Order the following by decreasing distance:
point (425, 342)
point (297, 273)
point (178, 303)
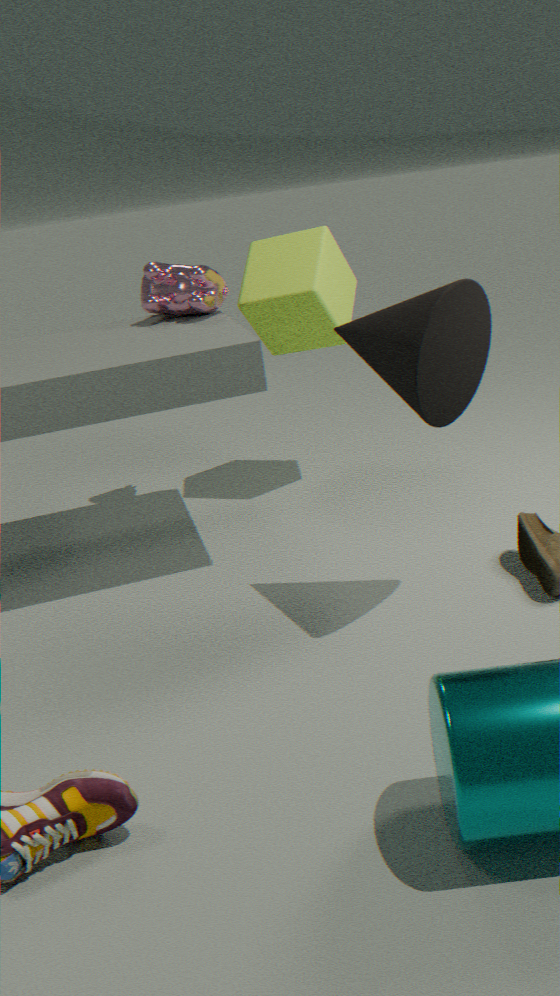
1. point (297, 273)
2. point (178, 303)
3. point (425, 342)
